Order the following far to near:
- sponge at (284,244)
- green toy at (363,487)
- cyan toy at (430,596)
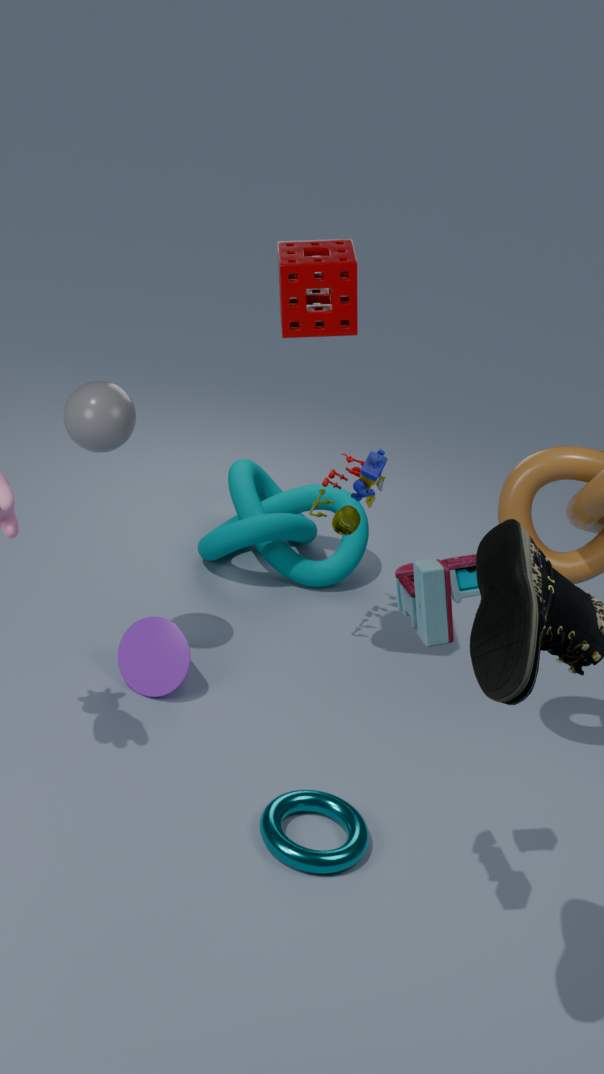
green toy at (363,487) < sponge at (284,244) < cyan toy at (430,596)
